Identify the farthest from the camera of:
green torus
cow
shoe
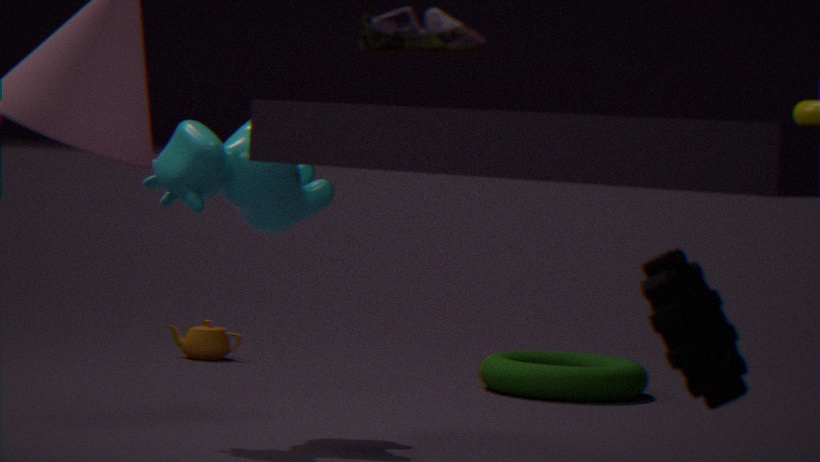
green torus
